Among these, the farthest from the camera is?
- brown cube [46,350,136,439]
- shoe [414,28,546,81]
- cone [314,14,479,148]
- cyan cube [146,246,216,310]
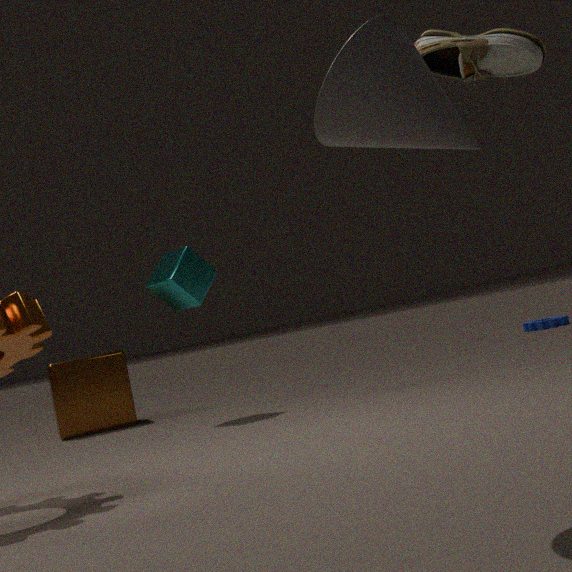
brown cube [46,350,136,439]
